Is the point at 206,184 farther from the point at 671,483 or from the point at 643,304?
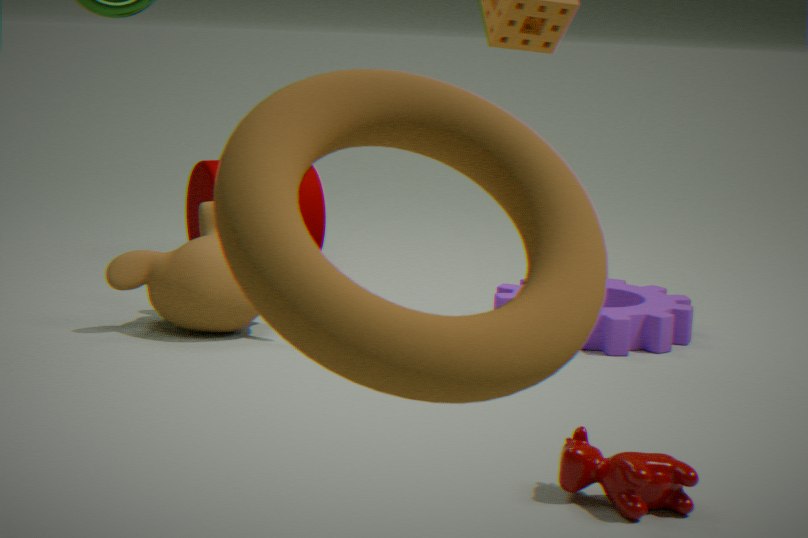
the point at 671,483
